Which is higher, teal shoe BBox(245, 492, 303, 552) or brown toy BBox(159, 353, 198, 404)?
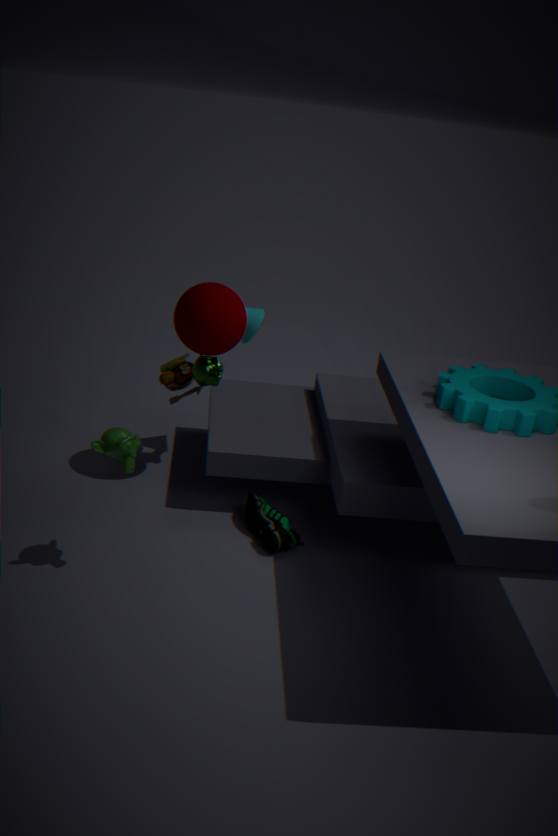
brown toy BBox(159, 353, 198, 404)
